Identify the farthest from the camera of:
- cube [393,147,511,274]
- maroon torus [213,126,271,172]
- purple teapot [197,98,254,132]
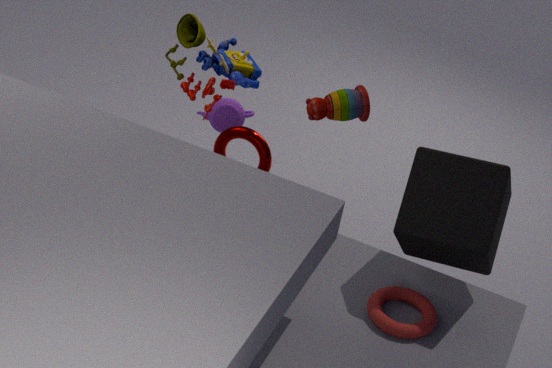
purple teapot [197,98,254,132]
